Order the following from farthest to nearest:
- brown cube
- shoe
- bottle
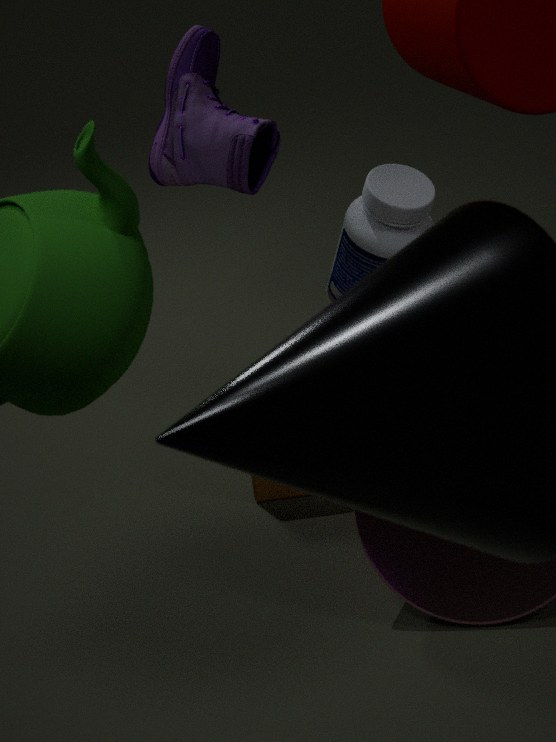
shoe
brown cube
bottle
